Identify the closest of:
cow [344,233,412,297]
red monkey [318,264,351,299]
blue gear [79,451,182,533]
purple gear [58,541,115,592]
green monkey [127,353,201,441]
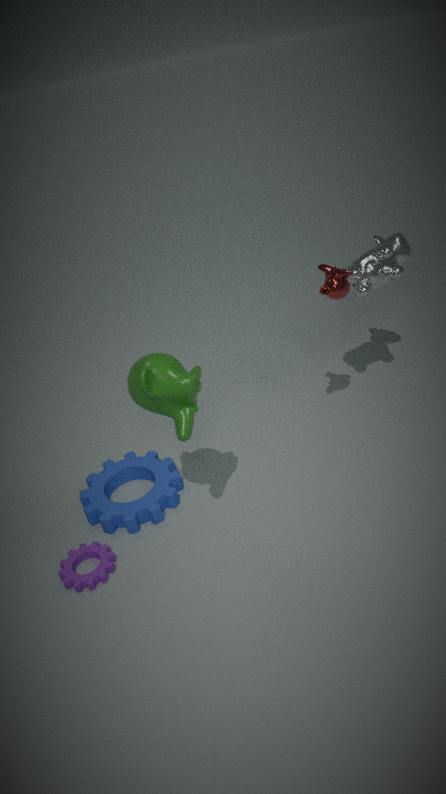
green monkey [127,353,201,441]
